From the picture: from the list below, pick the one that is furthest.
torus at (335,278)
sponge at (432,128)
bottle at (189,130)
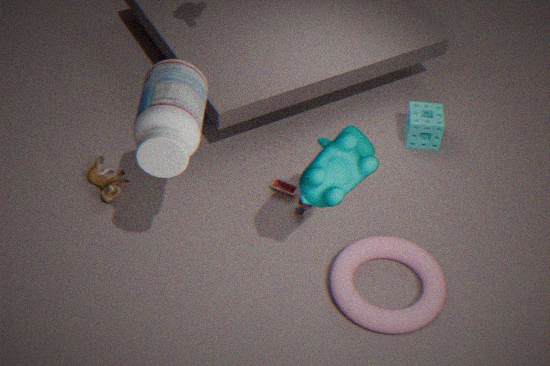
sponge at (432,128)
